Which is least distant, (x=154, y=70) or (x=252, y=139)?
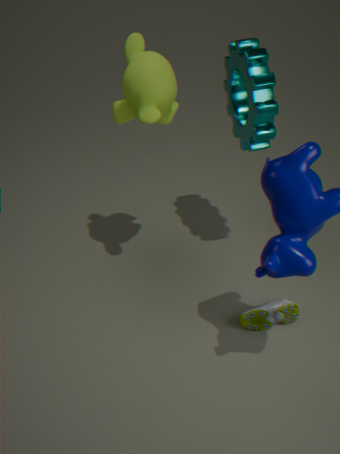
(x=154, y=70)
